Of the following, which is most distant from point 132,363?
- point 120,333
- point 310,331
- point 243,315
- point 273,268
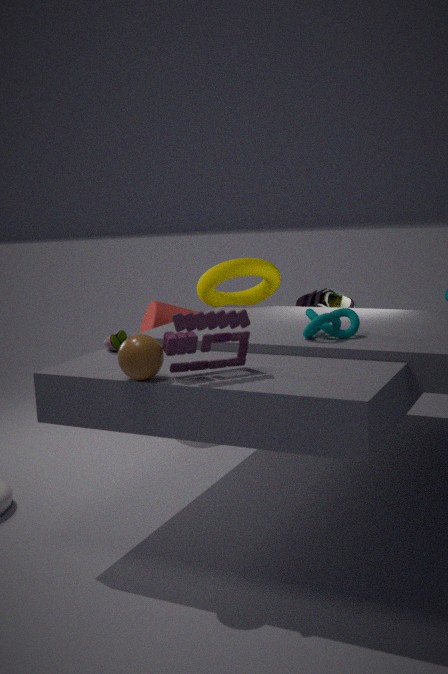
point 273,268
